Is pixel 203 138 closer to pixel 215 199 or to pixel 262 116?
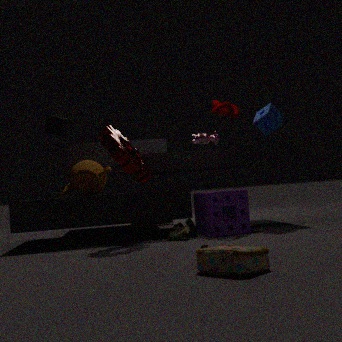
pixel 262 116
